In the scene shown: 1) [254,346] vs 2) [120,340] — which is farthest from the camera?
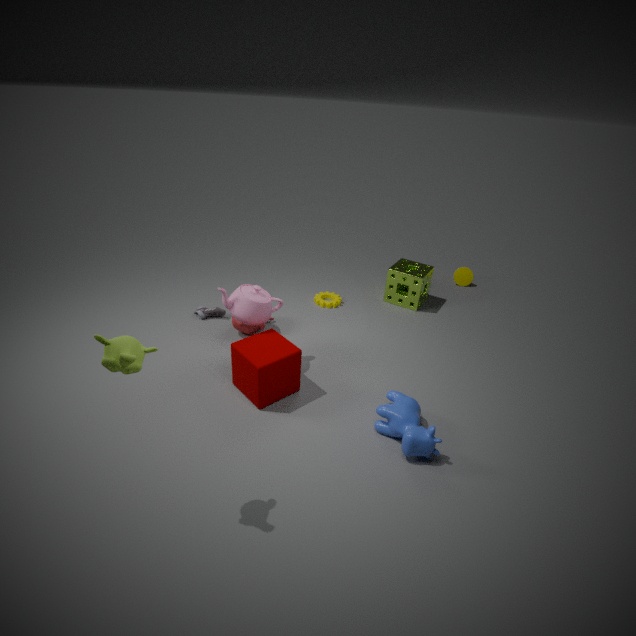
1. [254,346]
